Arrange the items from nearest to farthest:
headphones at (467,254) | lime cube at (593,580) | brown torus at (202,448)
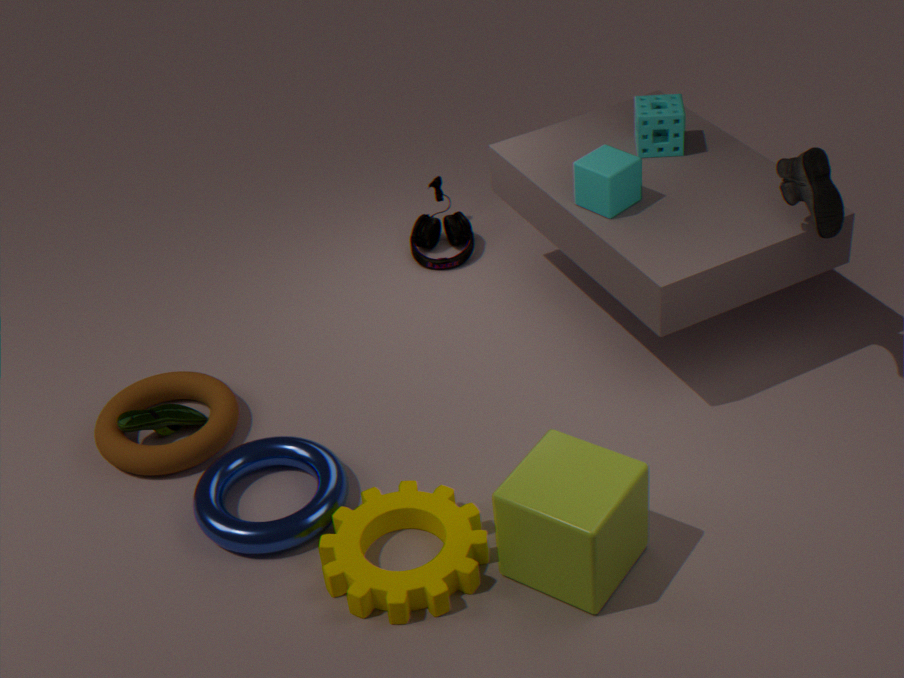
lime cube at (593,580)
brown torus at (202,448)
headphones at (467,254)
